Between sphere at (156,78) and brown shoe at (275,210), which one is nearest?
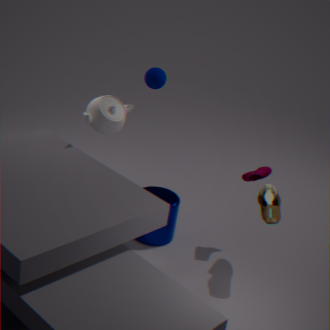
brown shoe at (275,210)
